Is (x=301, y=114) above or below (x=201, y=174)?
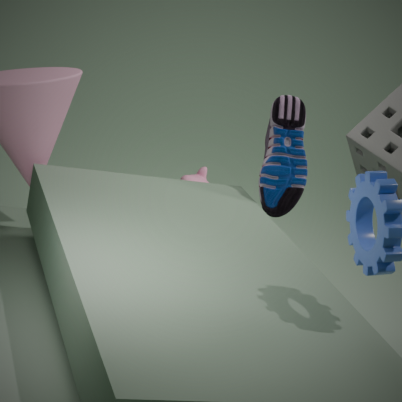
above
